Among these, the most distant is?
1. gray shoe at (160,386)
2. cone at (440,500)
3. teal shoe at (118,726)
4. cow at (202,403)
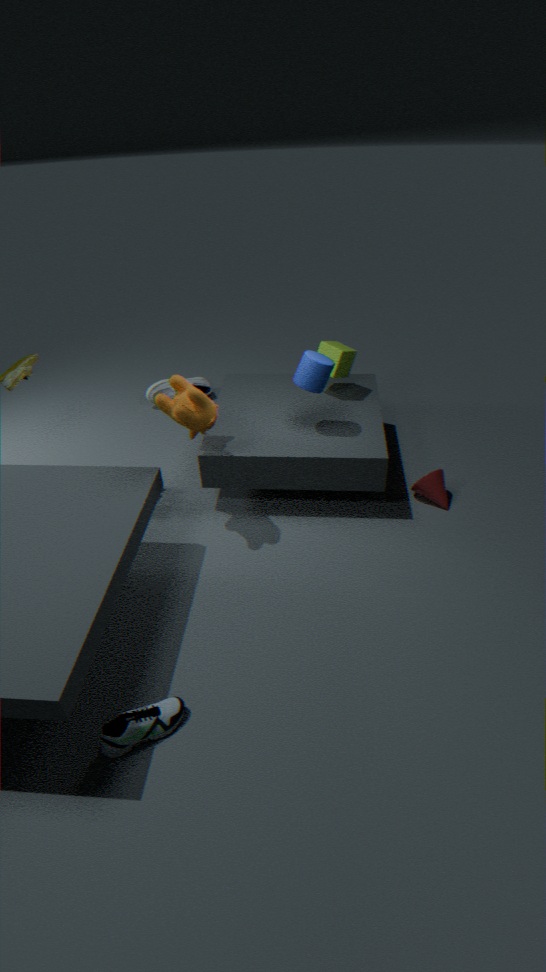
gray shoe at (160,386)
